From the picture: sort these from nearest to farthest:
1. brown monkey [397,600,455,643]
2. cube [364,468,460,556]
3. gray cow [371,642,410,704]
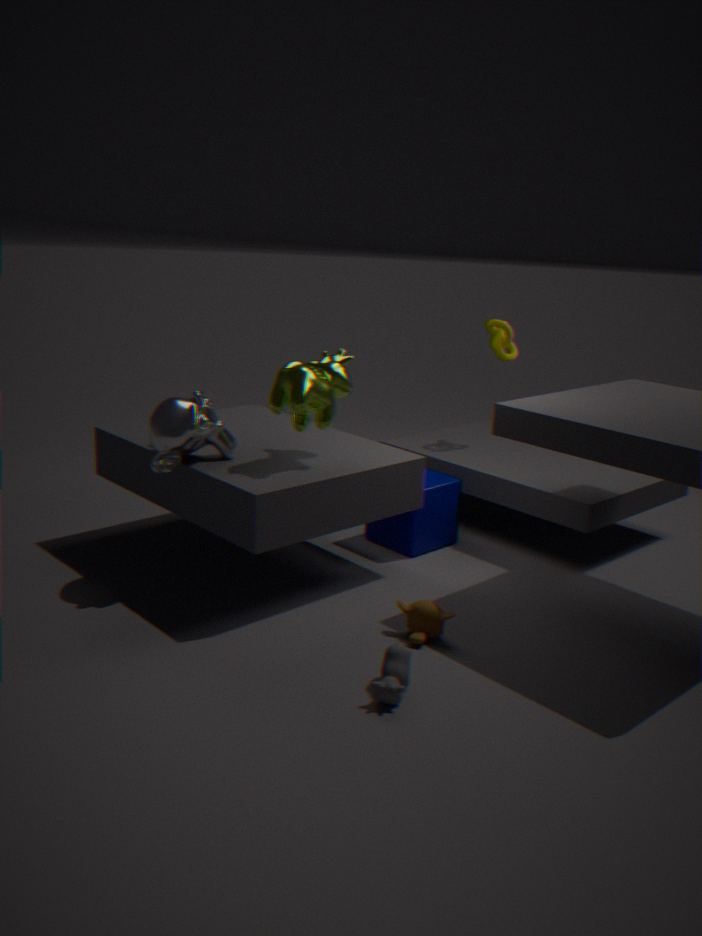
gray cow [371,642,410,704], brown monkey [397,600,455,643], cube [364,468,460,556]
